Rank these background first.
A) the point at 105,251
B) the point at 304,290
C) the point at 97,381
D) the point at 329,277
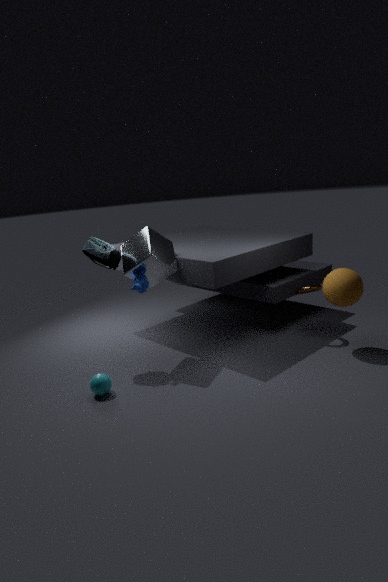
1. the point at 304,290
2. the point at 329,277
3. the point at 105,251
4. the point at 97,381
